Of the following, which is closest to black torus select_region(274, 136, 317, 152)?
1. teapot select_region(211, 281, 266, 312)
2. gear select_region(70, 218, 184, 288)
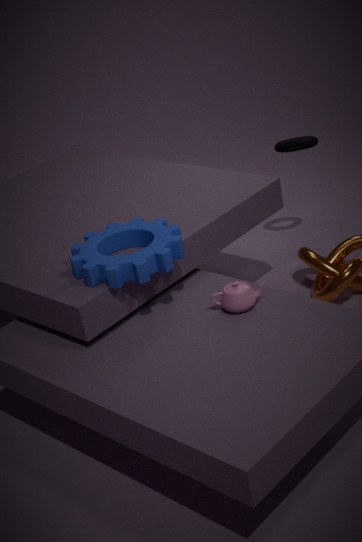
gear select_region(70, 218, 184, 288)
